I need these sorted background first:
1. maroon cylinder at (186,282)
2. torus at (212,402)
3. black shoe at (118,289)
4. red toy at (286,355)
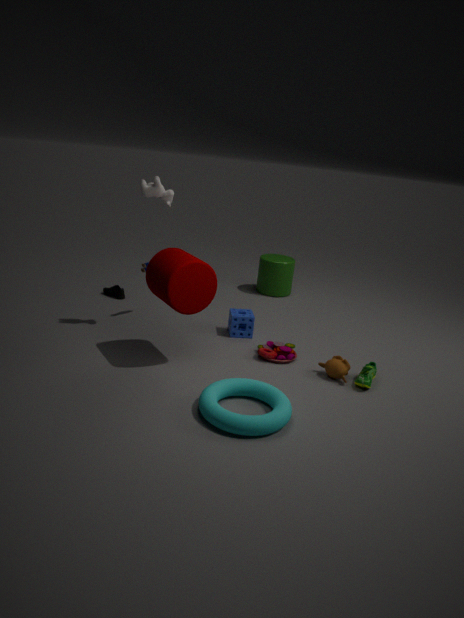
1. black shoe at (118,289)
2. red toy at (286,355)
3. maroon cylinder at (186,282)
4. torus at (212,402)
